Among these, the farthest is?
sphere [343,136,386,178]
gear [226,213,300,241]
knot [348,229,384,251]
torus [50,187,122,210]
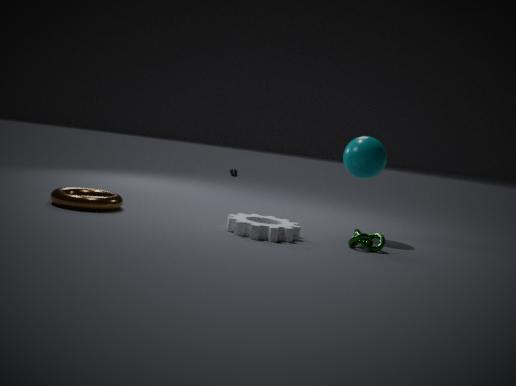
sphere [343,136,386,178]
